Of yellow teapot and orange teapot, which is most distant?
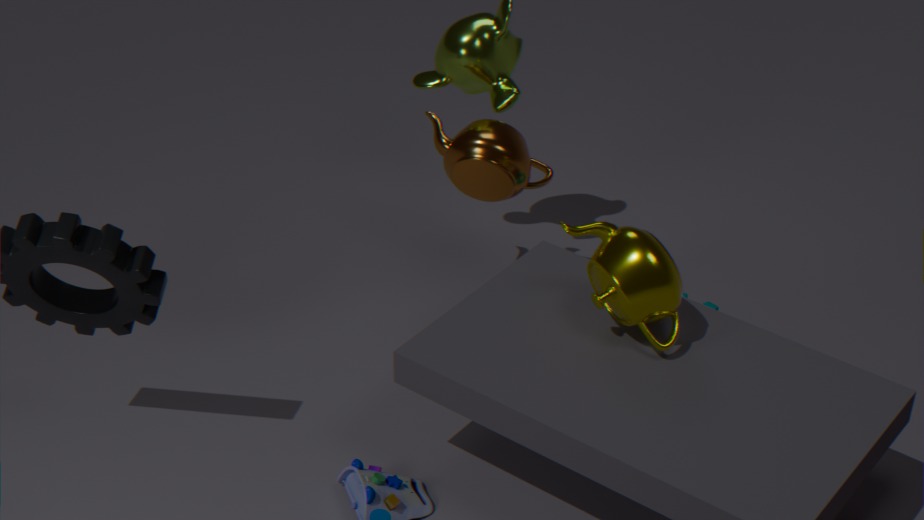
orange teapot
